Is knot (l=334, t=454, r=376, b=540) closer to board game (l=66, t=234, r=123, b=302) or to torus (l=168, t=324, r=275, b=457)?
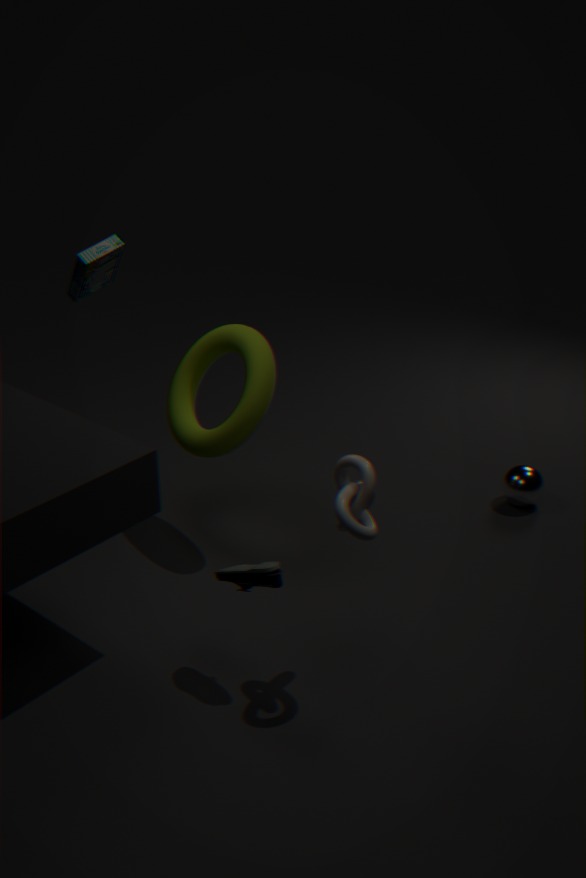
torus (l=168, t=324, r=275, b=457)
